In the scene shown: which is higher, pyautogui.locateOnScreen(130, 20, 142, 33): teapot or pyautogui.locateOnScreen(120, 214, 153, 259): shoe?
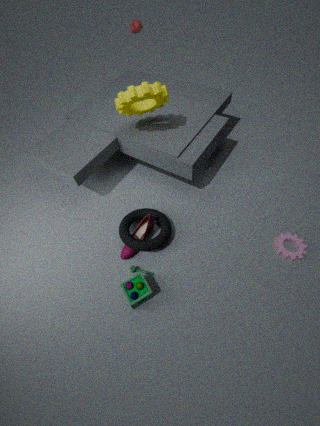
pyautogui.locateOnScreen(130, 20, 142, 33): teapot
